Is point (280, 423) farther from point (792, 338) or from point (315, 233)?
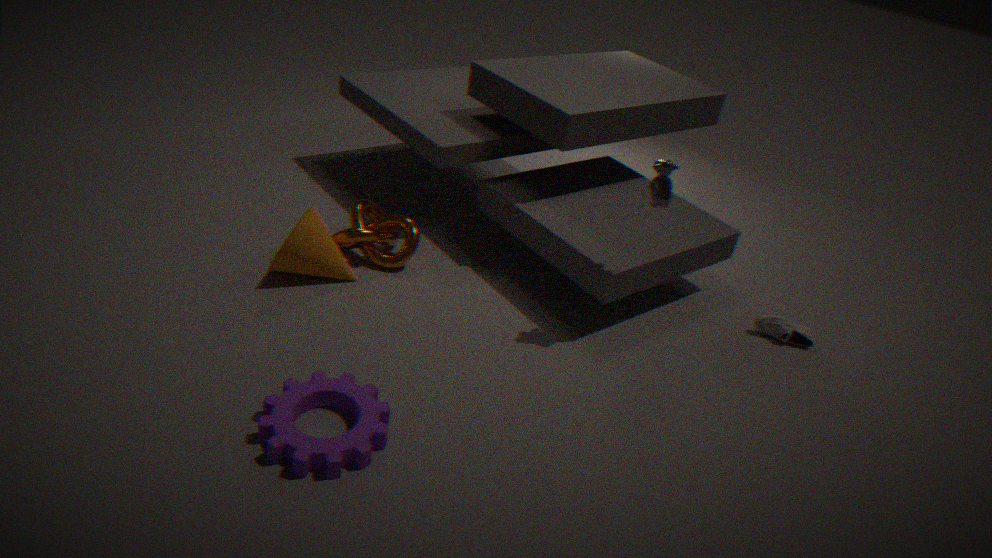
point (792, 338)
